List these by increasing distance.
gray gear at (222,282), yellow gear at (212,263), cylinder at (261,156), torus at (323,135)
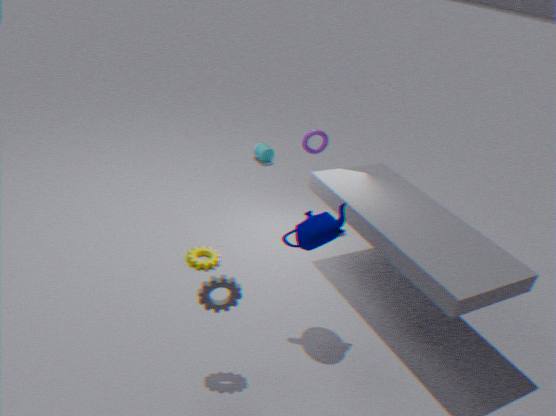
gray gear at (222,282) < yellow gear at (212,263) < torus at (323,135) < cylinder at (261,156)
